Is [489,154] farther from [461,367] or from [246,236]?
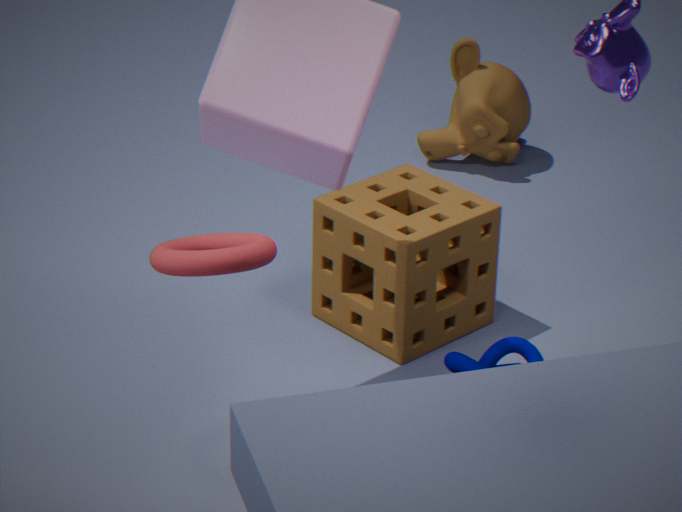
[246,236]
